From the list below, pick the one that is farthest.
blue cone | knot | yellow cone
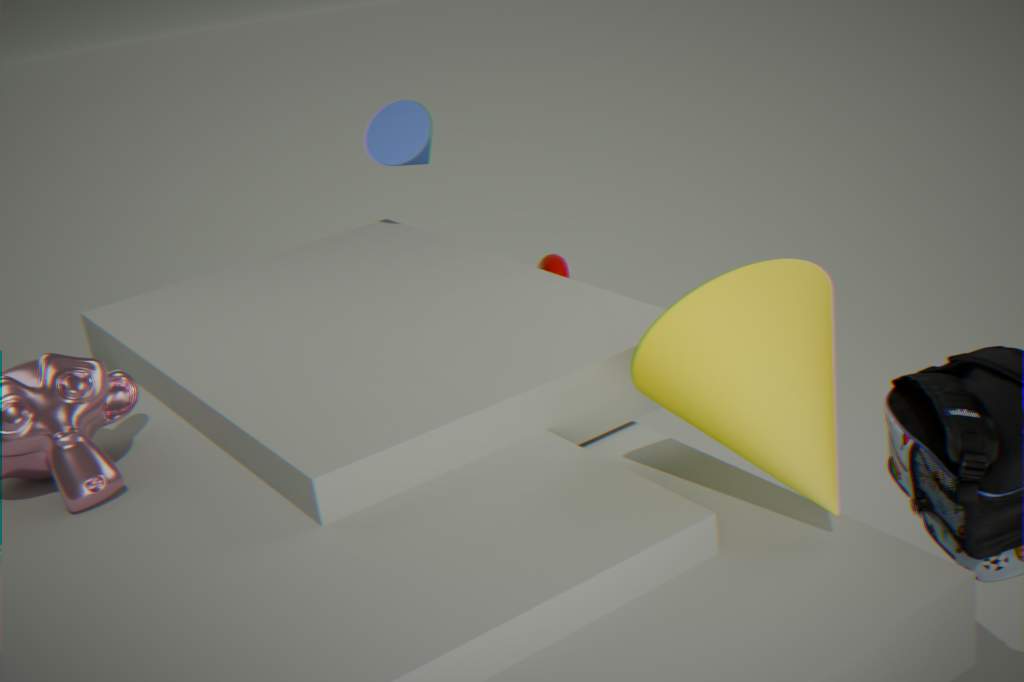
blue cone
